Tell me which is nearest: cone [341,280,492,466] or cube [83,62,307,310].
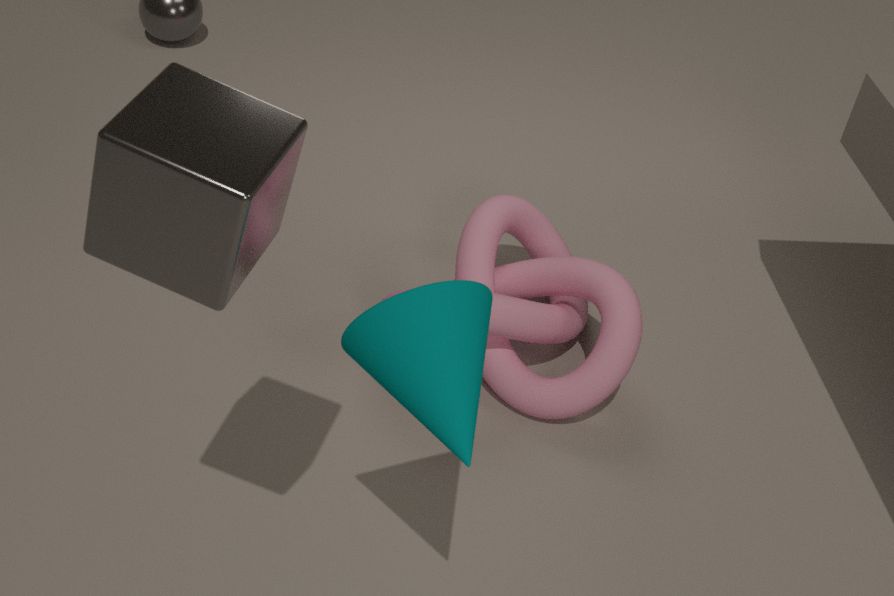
cube [83,62,307,310]
